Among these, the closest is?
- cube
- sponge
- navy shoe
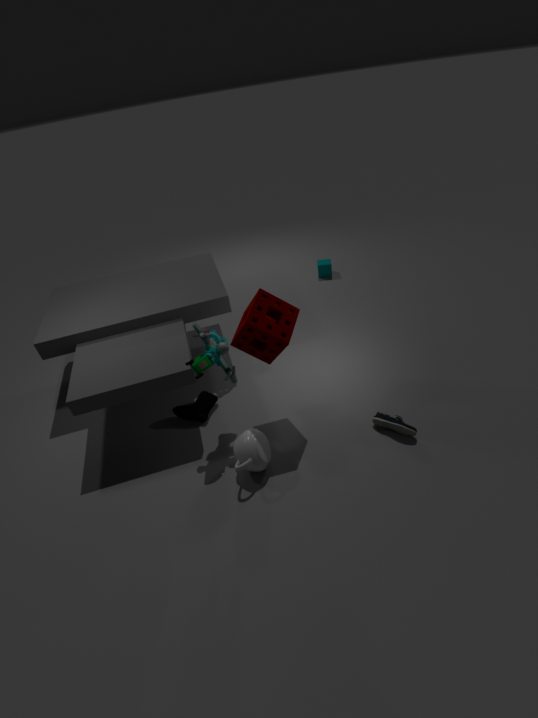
sponge
